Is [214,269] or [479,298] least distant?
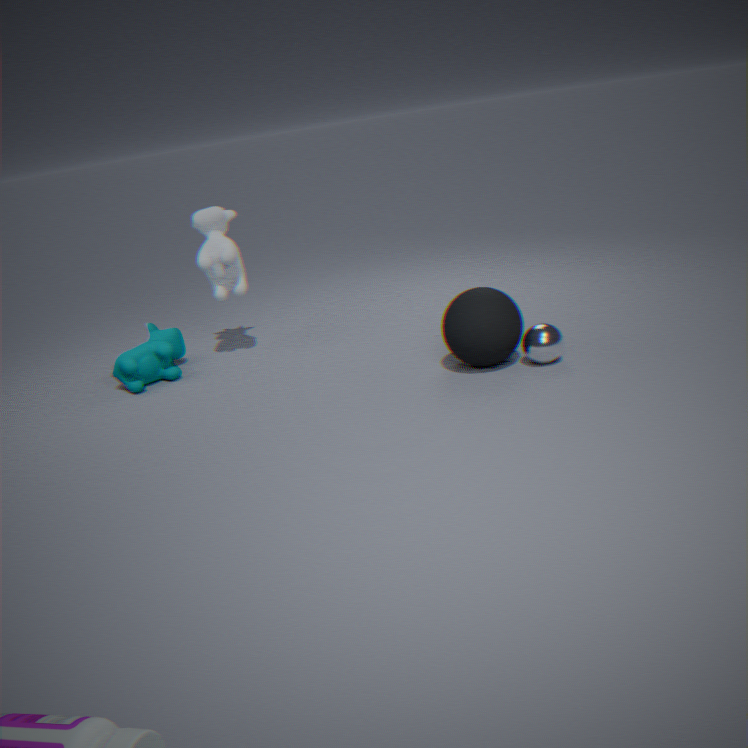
[479,298]
